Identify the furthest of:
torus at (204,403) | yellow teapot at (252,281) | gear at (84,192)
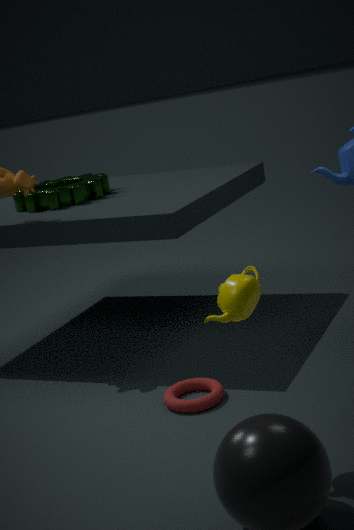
gear at (84,192)
